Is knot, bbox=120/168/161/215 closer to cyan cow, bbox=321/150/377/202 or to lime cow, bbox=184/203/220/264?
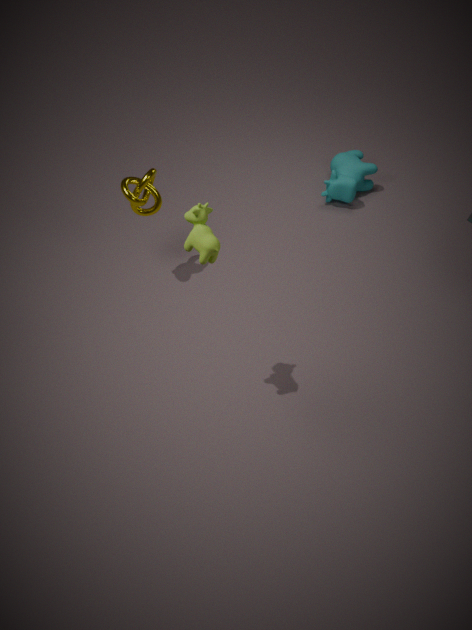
lime cow, bbox=184/203/220/264
